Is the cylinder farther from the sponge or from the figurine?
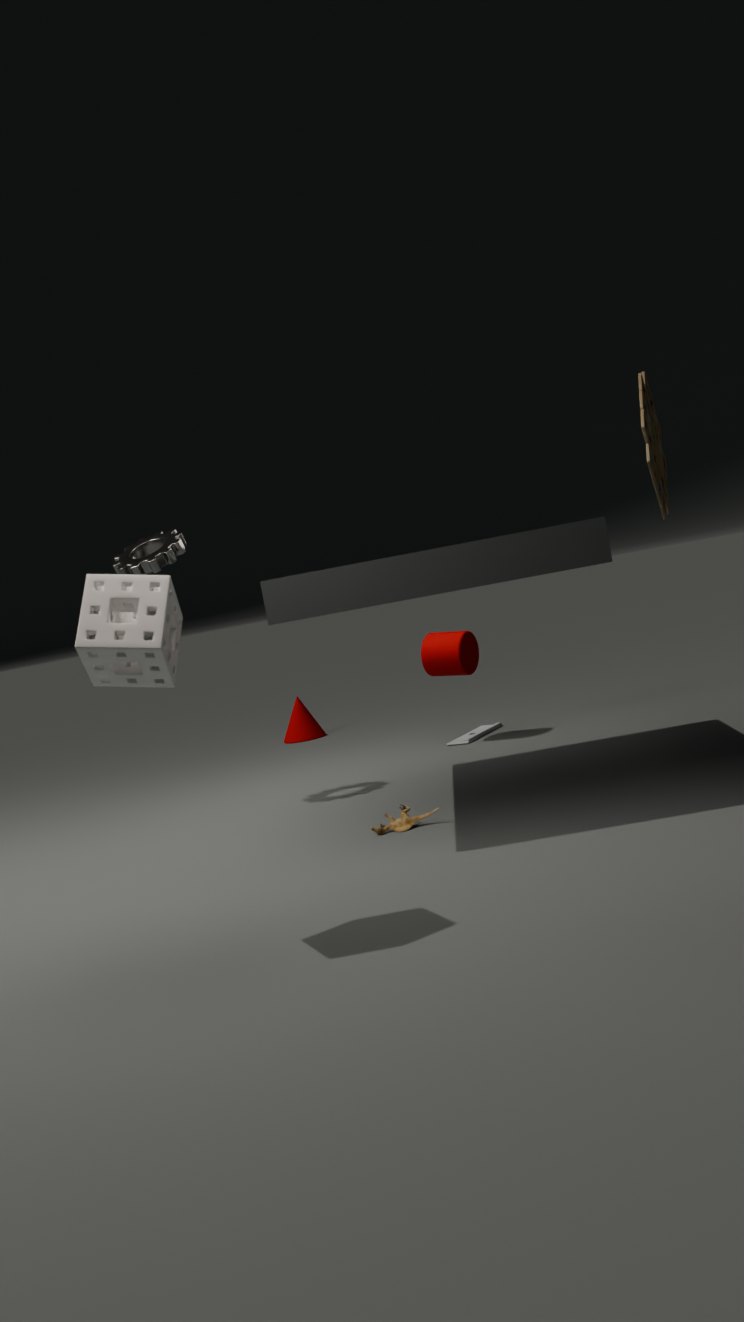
the sponge
